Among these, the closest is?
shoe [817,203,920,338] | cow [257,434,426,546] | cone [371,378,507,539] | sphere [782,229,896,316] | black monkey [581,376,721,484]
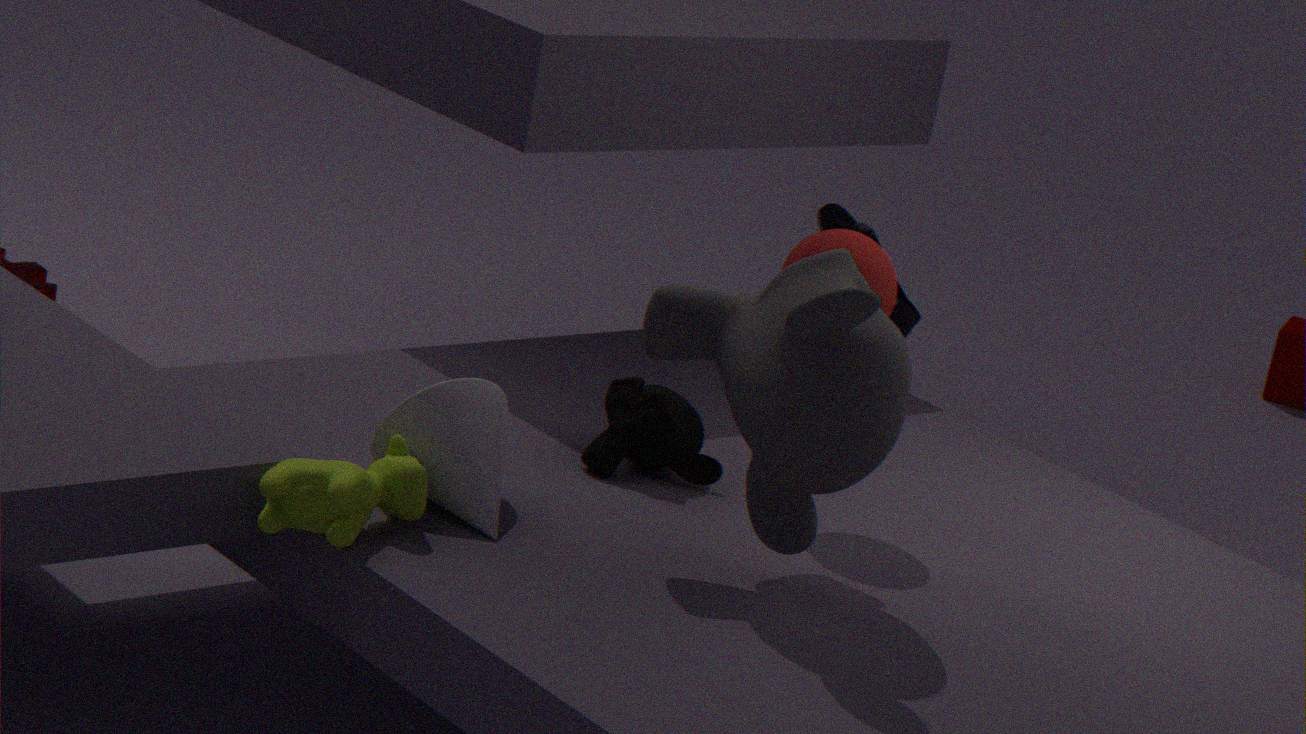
cow [257,434,426,546]
